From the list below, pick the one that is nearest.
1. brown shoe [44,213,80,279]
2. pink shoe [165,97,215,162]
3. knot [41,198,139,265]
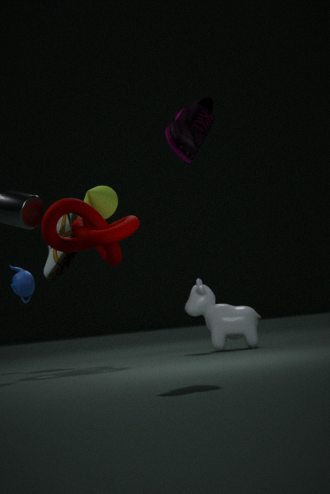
pink shoe [165,97,215,162]
